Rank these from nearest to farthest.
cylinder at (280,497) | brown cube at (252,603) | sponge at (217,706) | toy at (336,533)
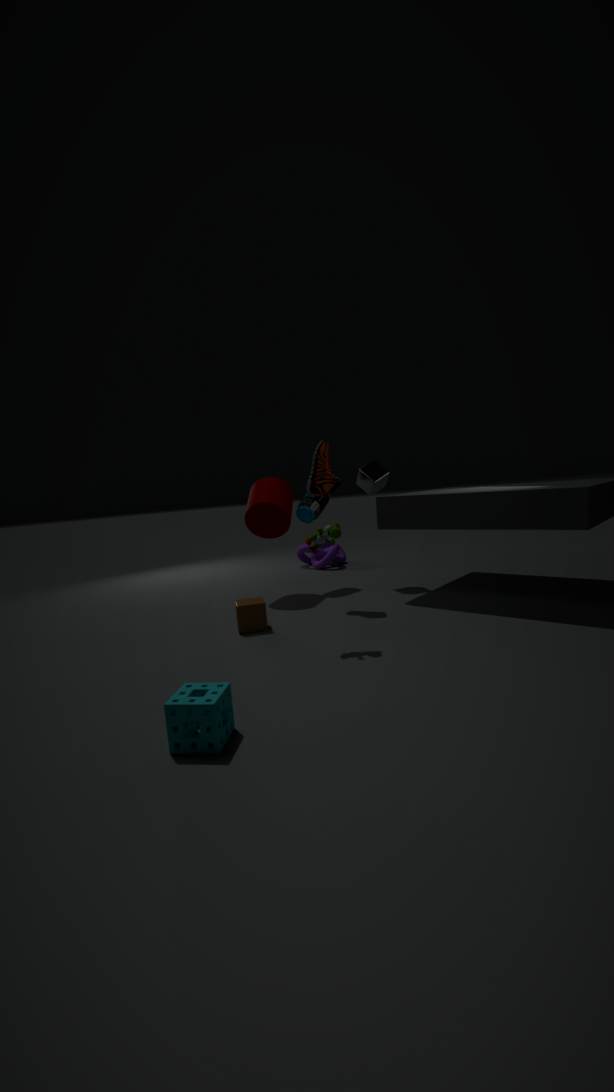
sponge at (217,706) < toy at (336,533) < brown cube at (252,603) < cylinder at (280,497)
